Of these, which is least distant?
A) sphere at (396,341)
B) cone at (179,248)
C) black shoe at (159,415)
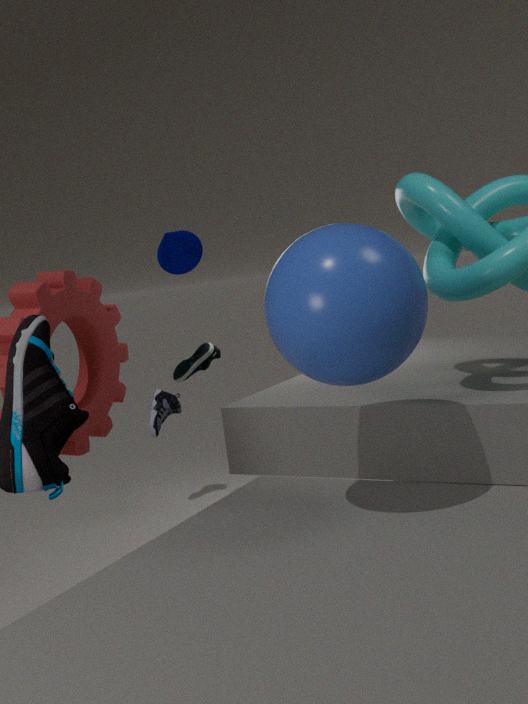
sphere at (396,341)
